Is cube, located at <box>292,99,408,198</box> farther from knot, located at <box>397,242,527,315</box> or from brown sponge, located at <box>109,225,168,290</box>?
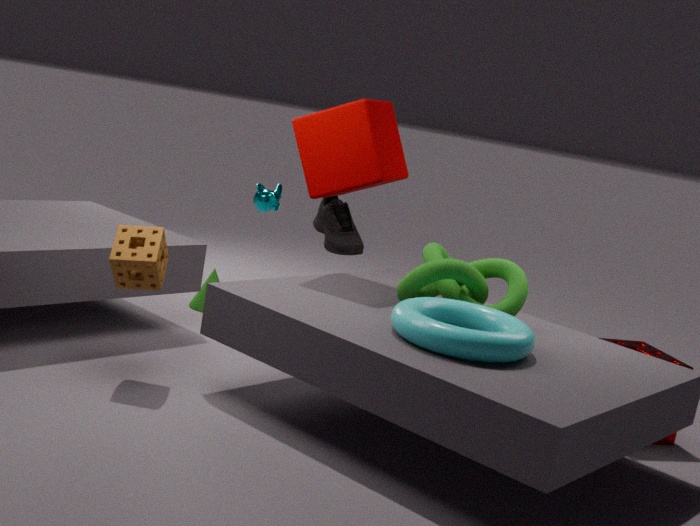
brown sponge, located at <box>109,225,168,290</box>
